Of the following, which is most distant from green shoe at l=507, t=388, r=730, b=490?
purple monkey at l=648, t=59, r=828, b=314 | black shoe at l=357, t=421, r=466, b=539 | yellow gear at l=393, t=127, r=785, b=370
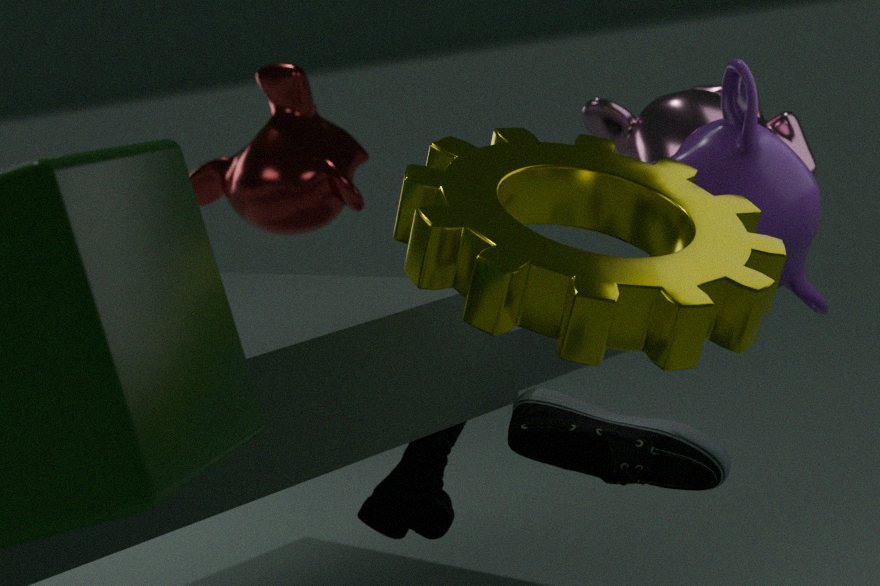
yellow gear at l=393, t=127, r=785, b=370
